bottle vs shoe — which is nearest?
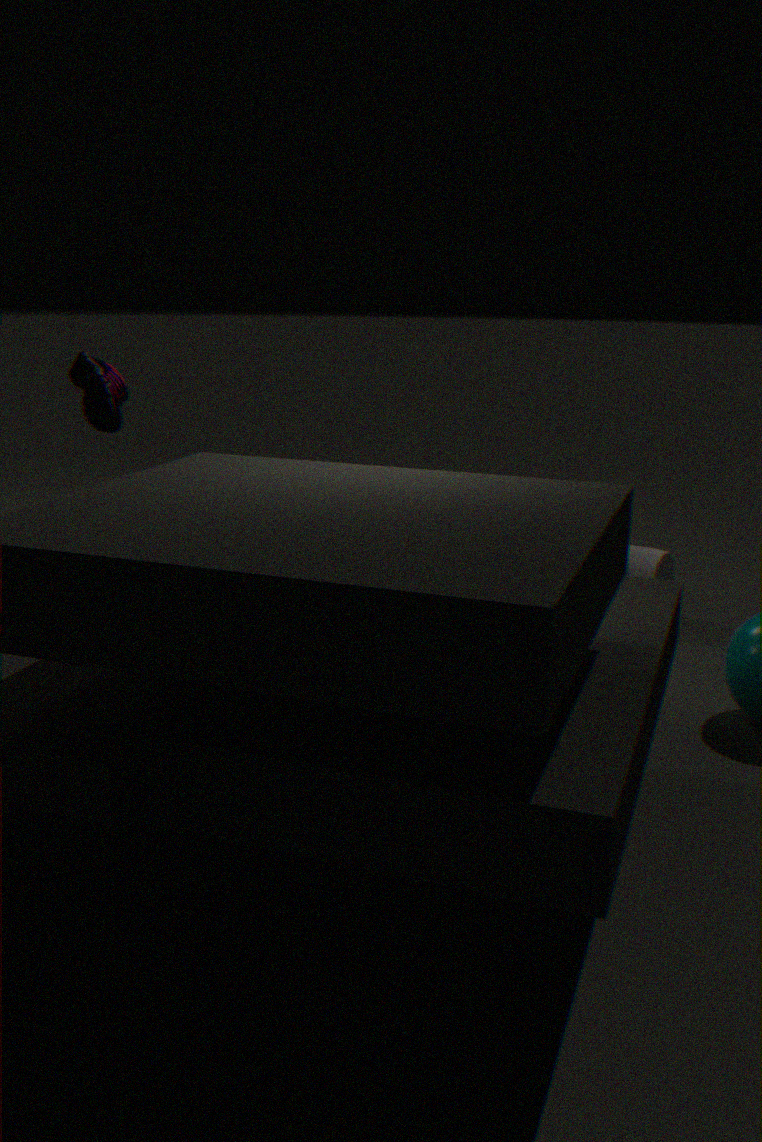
shoe
